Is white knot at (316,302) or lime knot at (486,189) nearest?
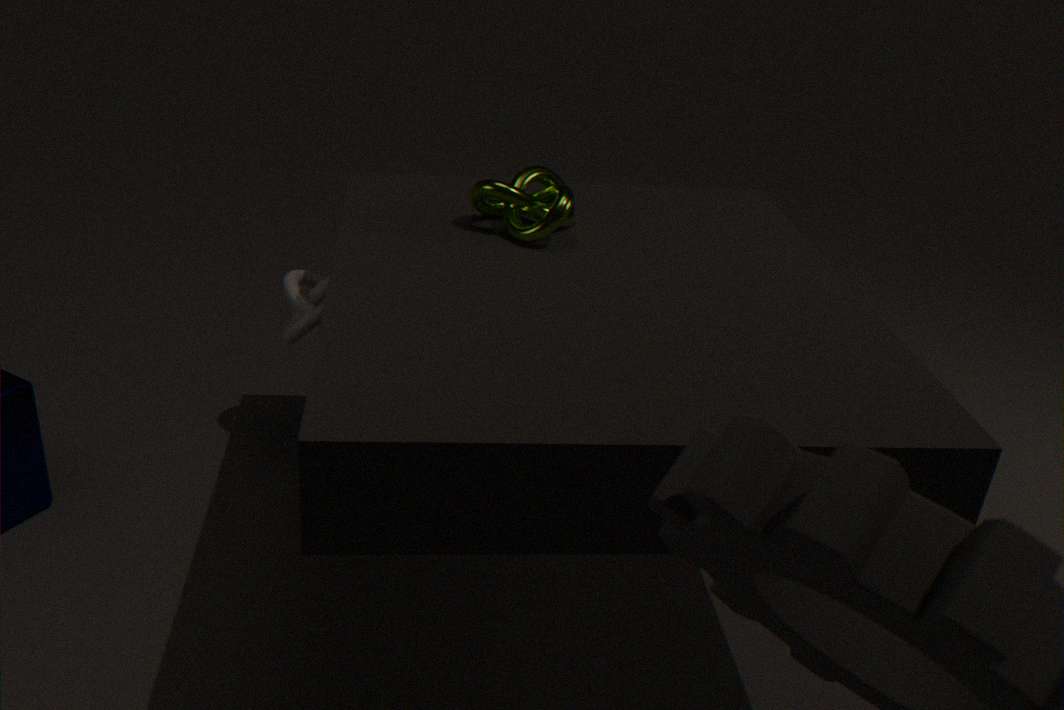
lime knot at (486,189)
